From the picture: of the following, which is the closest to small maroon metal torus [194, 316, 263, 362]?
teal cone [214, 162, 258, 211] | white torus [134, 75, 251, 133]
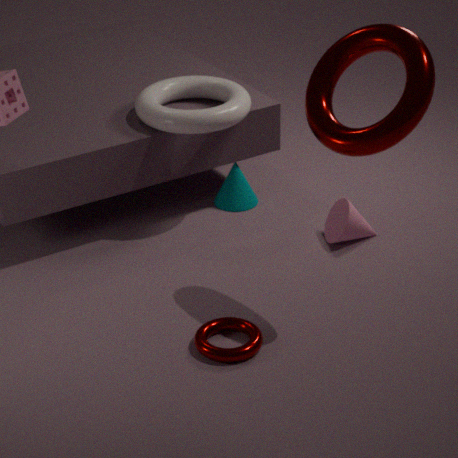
white torus [134, 75, 251, 133]
